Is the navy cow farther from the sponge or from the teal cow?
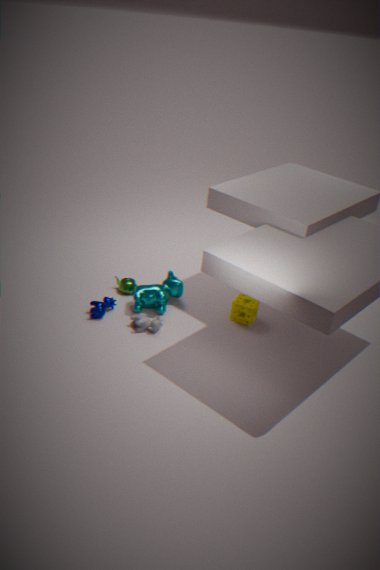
the sponge
